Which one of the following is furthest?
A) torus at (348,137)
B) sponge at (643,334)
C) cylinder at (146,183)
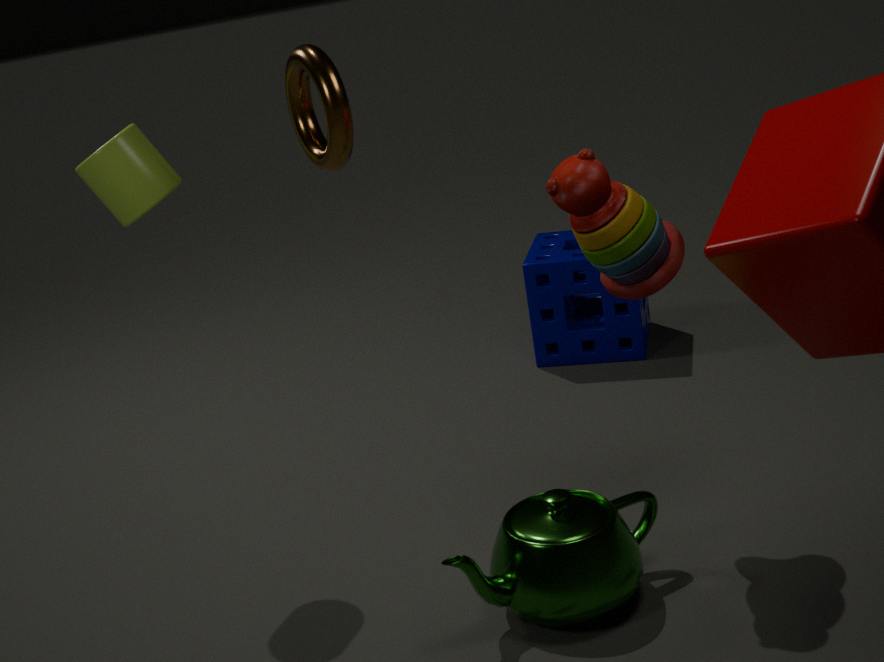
sponge at (643,334)
